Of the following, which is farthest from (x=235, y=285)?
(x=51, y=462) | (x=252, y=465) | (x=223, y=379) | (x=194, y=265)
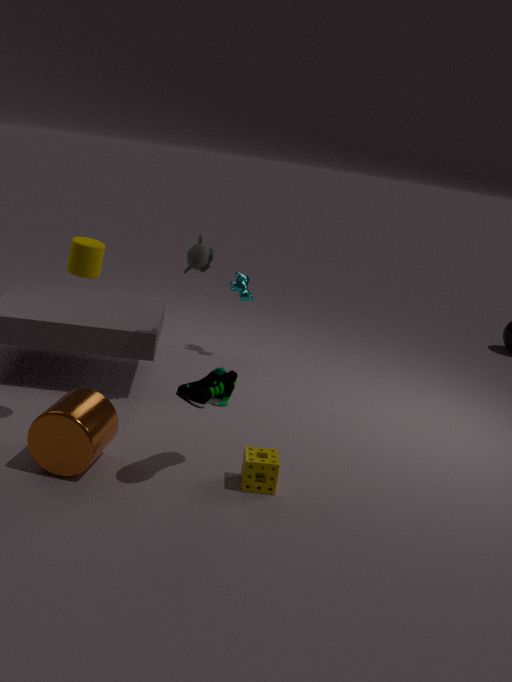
(x=51, y=462)
